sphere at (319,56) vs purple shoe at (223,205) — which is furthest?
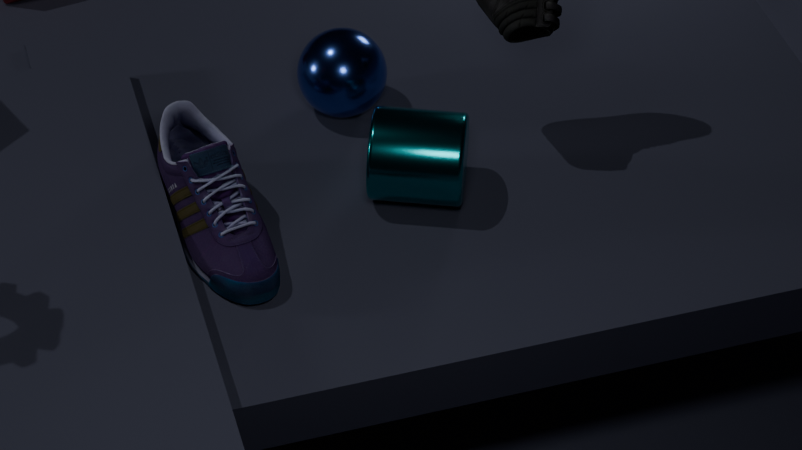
sphere at (319,56)
